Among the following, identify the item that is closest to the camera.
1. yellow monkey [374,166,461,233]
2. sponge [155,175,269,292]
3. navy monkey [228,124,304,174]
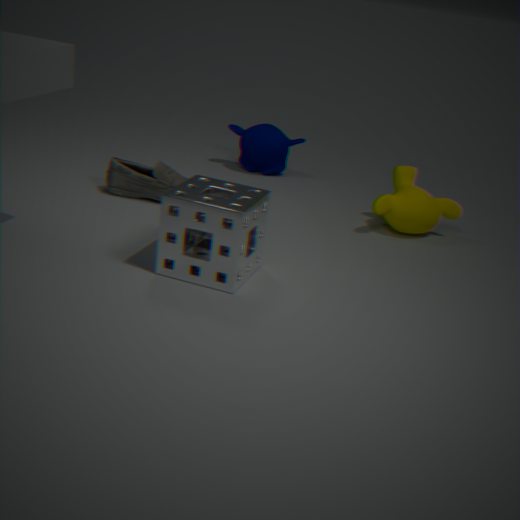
sponge [155,175,269,292]
